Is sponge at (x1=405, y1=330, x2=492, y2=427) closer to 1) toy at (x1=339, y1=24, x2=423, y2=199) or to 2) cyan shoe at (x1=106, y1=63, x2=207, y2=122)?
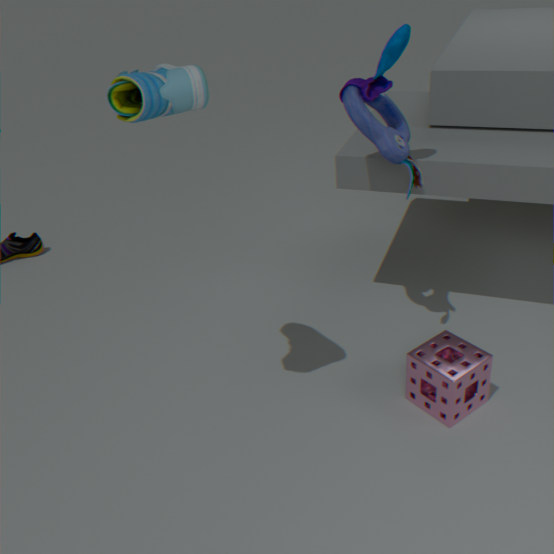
1) toy at (x1=339, y1=24, x2=423, y2=199)
